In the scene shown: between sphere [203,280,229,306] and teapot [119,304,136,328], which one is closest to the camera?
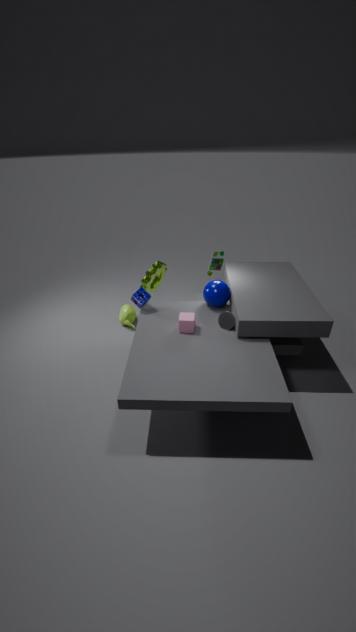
sphere [203,280,229,306]
